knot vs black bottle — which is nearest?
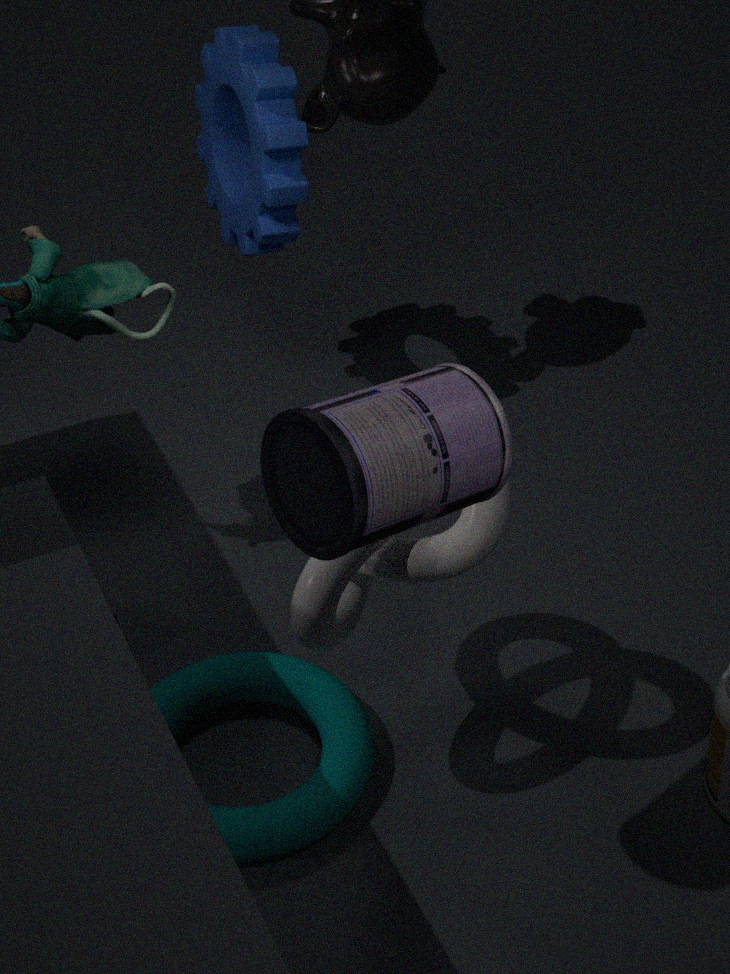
black bottle
